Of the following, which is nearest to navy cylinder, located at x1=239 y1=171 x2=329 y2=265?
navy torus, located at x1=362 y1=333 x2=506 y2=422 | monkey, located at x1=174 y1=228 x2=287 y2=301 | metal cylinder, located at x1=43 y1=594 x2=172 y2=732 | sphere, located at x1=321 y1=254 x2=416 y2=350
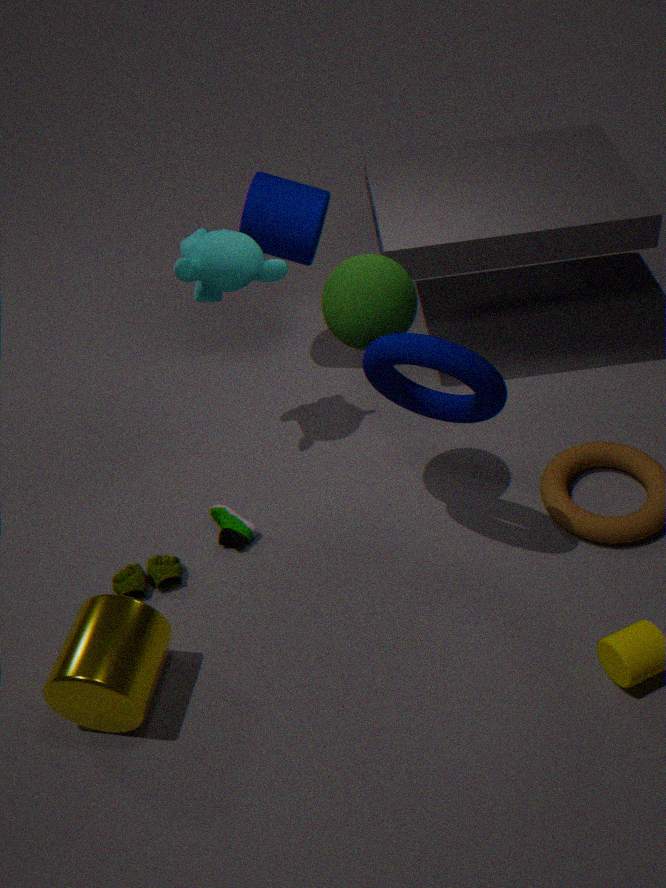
monkey, located at x1=174 y1=228 x2=287 y2=301
